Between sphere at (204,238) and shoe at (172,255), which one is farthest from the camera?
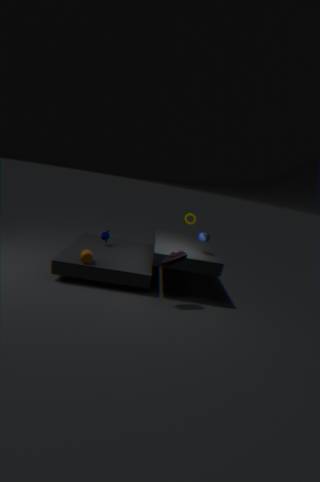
sphere at (204,238)
